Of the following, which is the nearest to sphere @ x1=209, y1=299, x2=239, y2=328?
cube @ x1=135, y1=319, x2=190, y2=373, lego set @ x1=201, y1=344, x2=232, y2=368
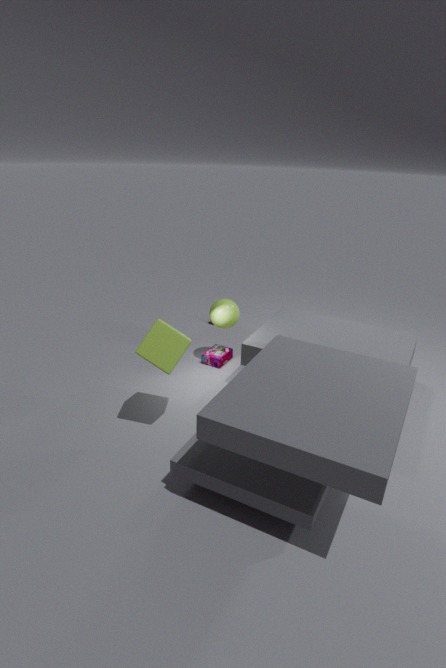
lego set @ x1=201, y1=344, x2=232, y2=368
